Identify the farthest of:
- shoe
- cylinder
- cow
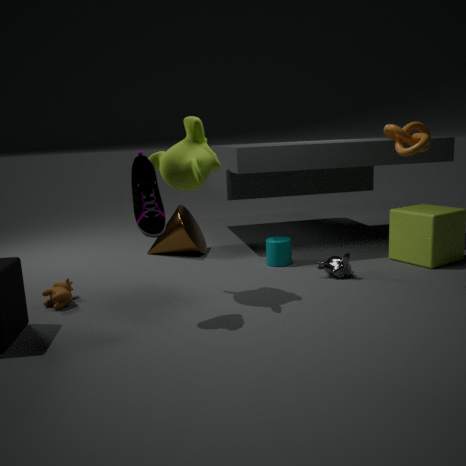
cylinder
